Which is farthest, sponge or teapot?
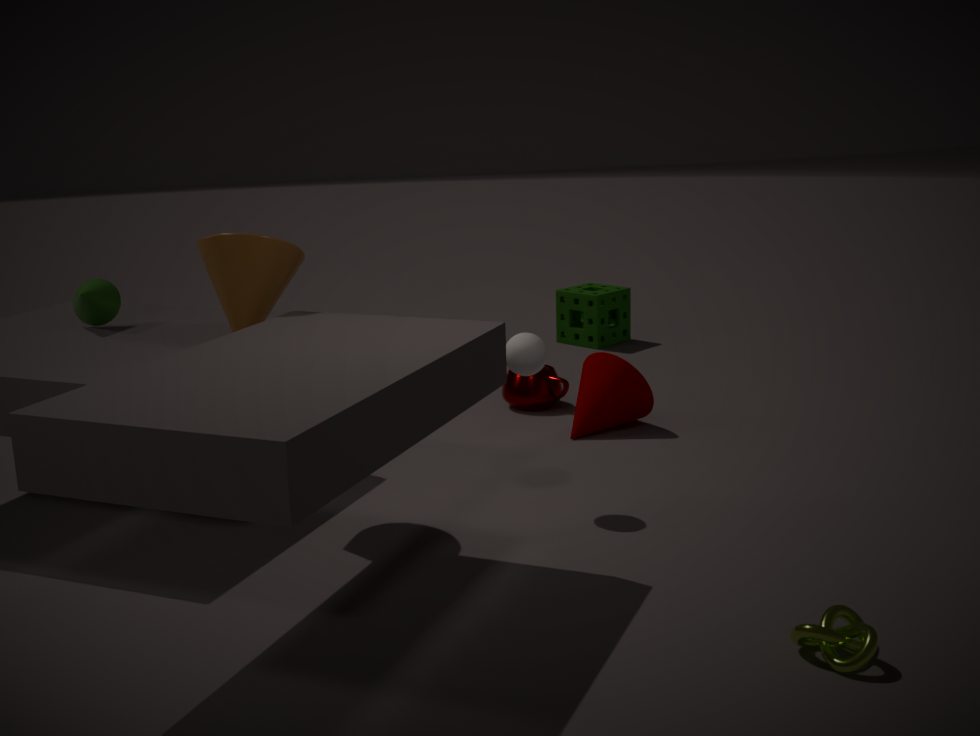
sponge
